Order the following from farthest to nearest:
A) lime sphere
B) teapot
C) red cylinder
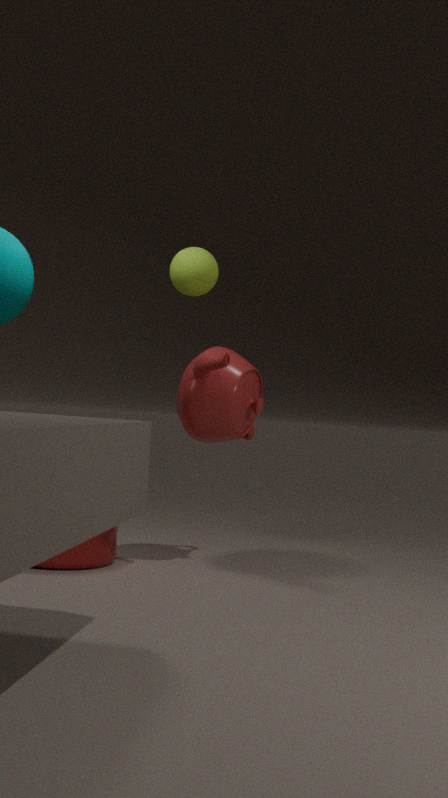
lime sphere
teapot
red cylinder
